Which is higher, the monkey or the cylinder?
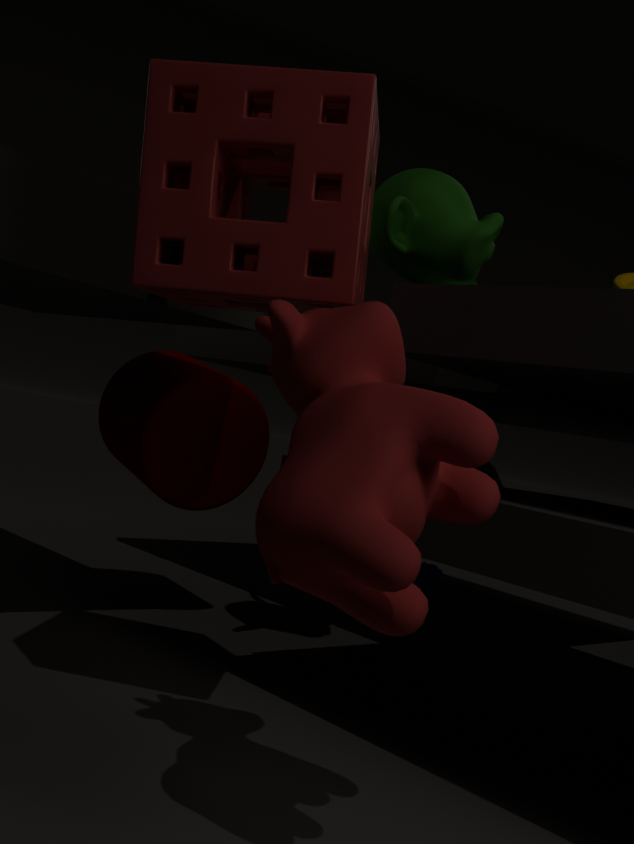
the monkey
